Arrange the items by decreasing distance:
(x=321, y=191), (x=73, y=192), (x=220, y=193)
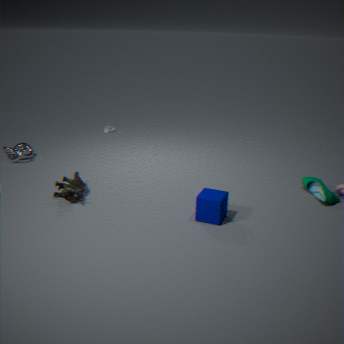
(x=321, y=191) < (x=73, y=192) < (x=220, y=193)
